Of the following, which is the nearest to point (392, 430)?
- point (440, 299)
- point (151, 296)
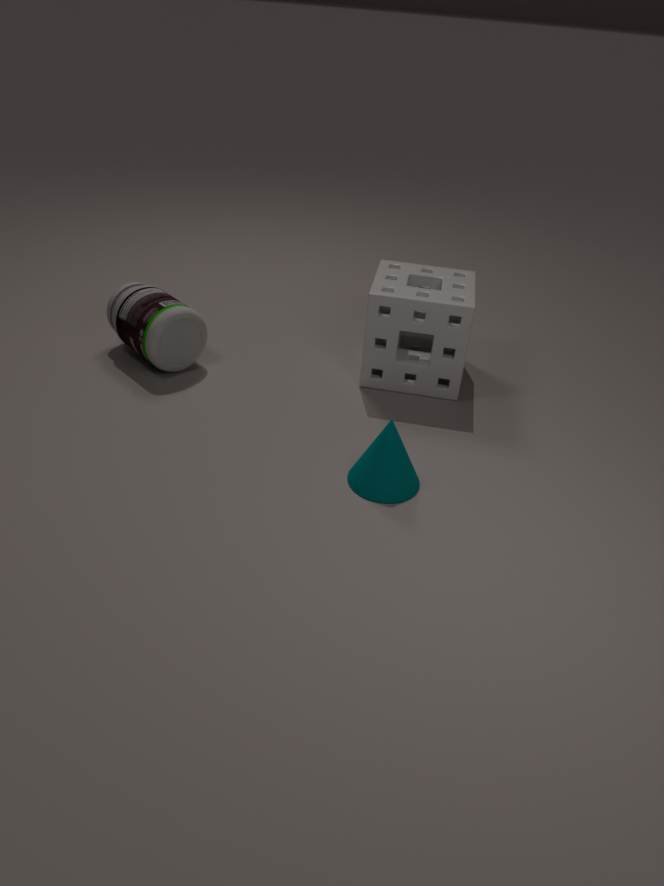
point (440, 299)
